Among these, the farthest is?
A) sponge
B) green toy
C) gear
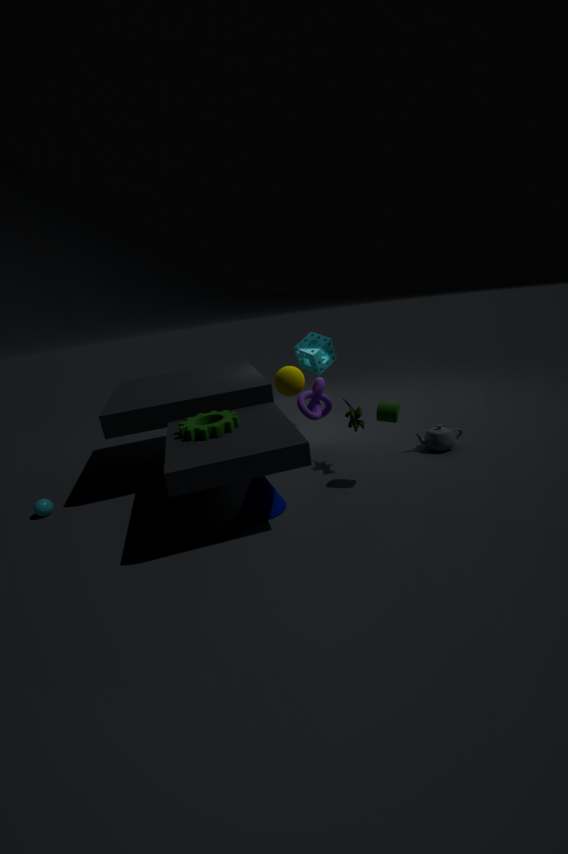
sponge
